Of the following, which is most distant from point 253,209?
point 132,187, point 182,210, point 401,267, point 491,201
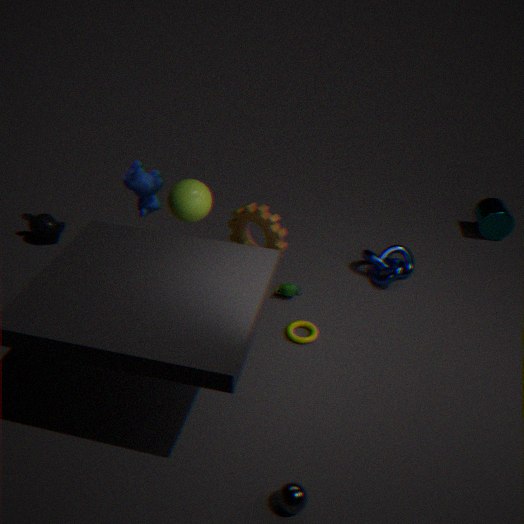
point 491,201
